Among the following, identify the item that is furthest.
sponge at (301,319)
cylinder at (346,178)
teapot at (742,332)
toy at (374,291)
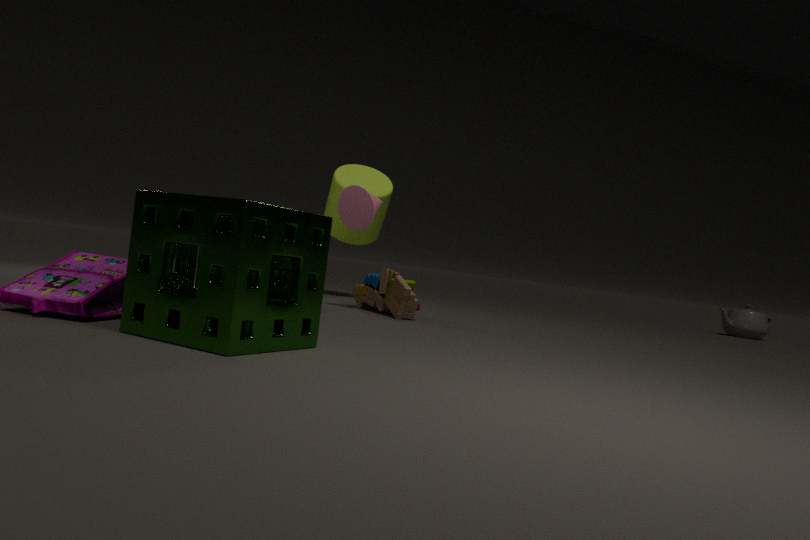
teapot at (742,332)
